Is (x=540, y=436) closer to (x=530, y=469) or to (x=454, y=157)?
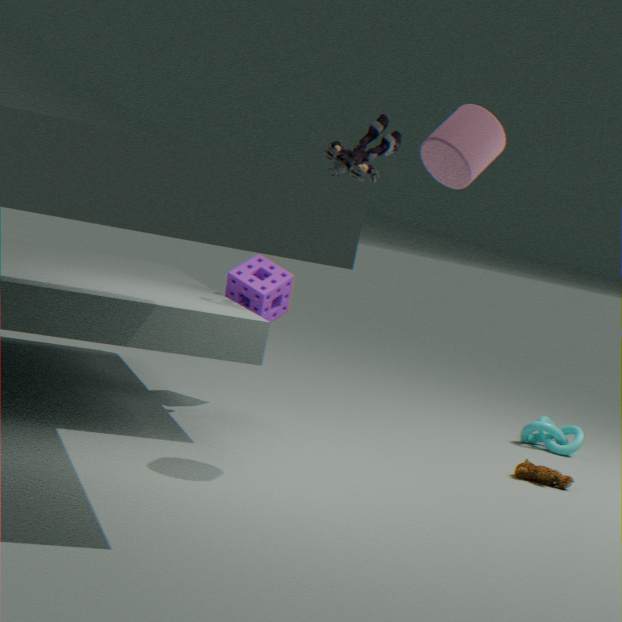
(x=530, y=469)
